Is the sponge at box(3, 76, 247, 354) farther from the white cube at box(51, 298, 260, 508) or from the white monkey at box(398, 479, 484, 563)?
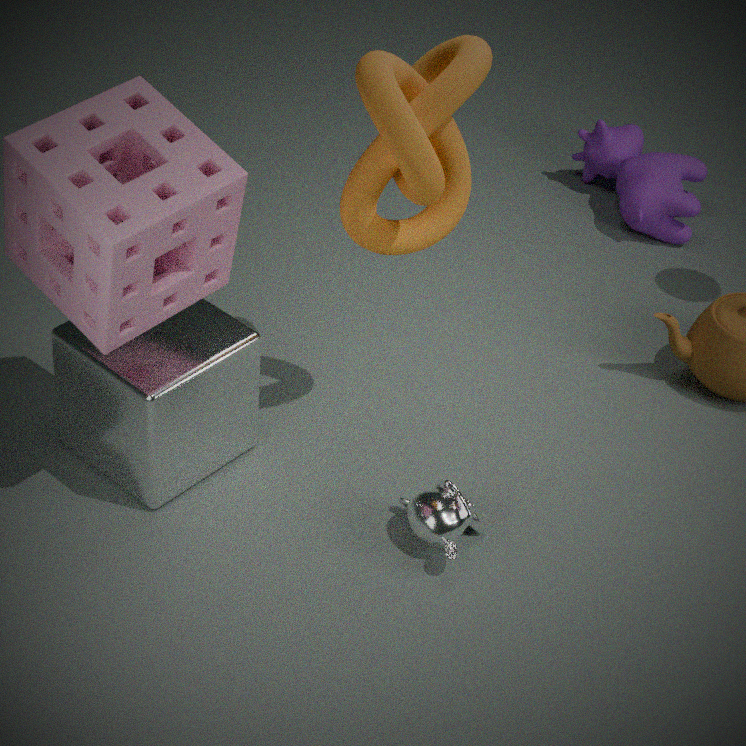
the white monkey at box(398, 479, 484, 563)
